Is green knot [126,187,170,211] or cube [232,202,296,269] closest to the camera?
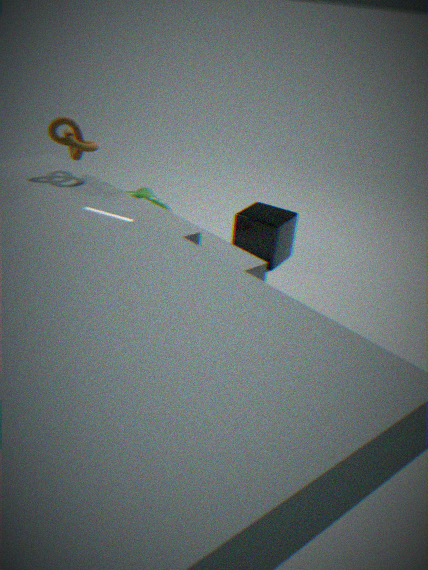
green knot [126,187,170,211]
